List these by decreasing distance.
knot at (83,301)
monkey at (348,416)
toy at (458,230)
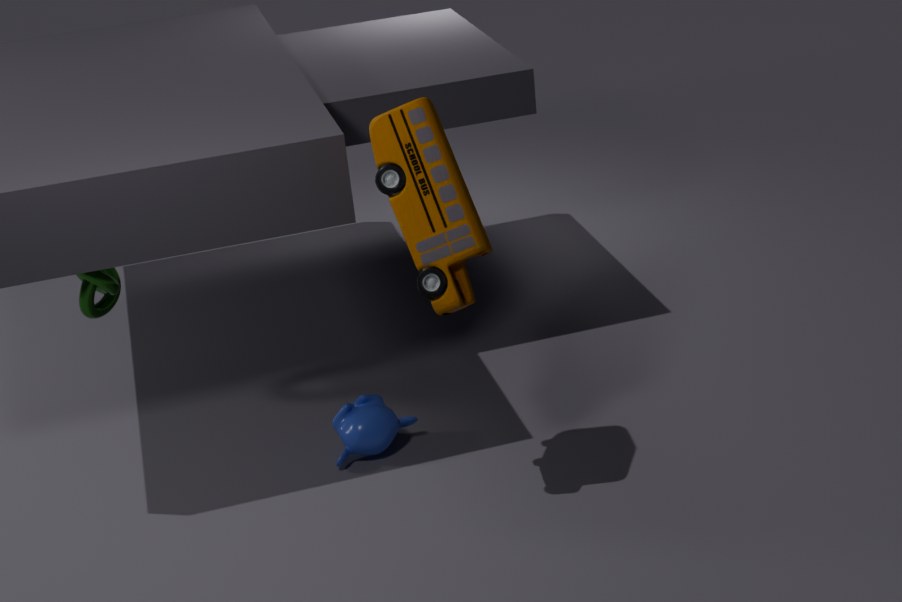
knot at (83,301)
monkey at (348,416)
toy at (458,230)
